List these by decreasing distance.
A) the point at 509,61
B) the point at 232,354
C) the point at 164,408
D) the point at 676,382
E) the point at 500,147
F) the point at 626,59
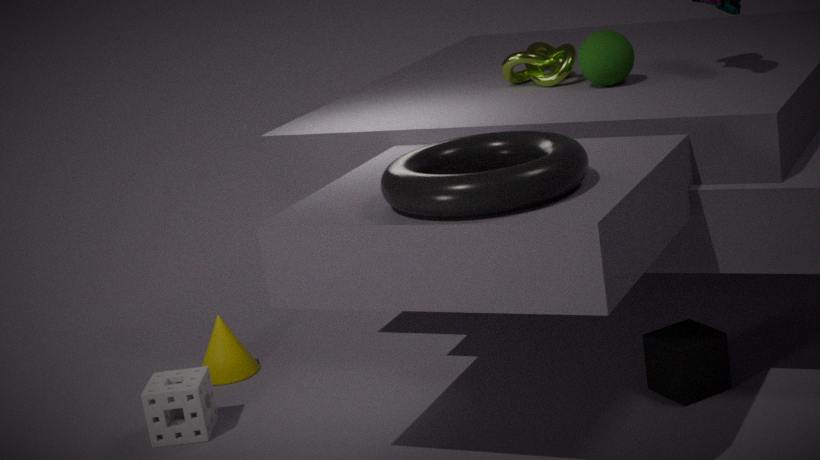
the point at 232,354, the point at 509,61, the point at 626,59, the point at 164,408, the point at 676,382, the point at 500,147
